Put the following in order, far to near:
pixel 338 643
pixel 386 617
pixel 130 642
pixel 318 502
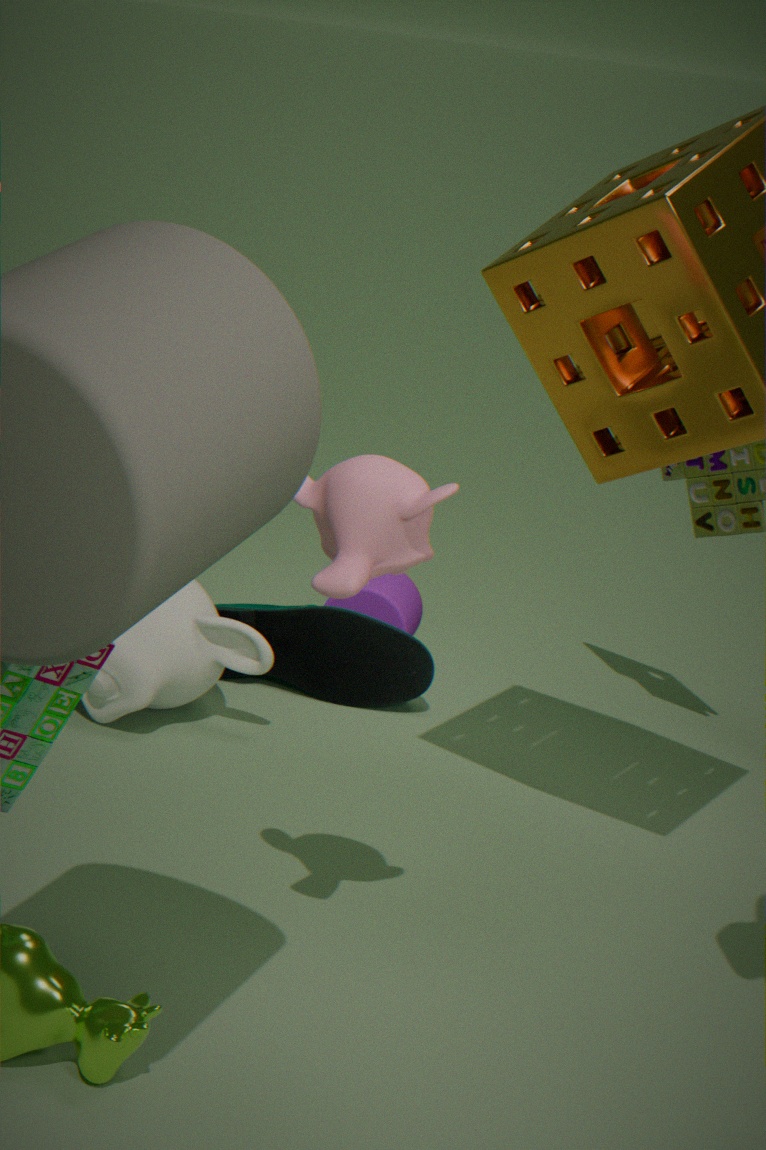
pixel 386 617 → pixel 338 643 → pixel 130 642 → pixel 318 502
